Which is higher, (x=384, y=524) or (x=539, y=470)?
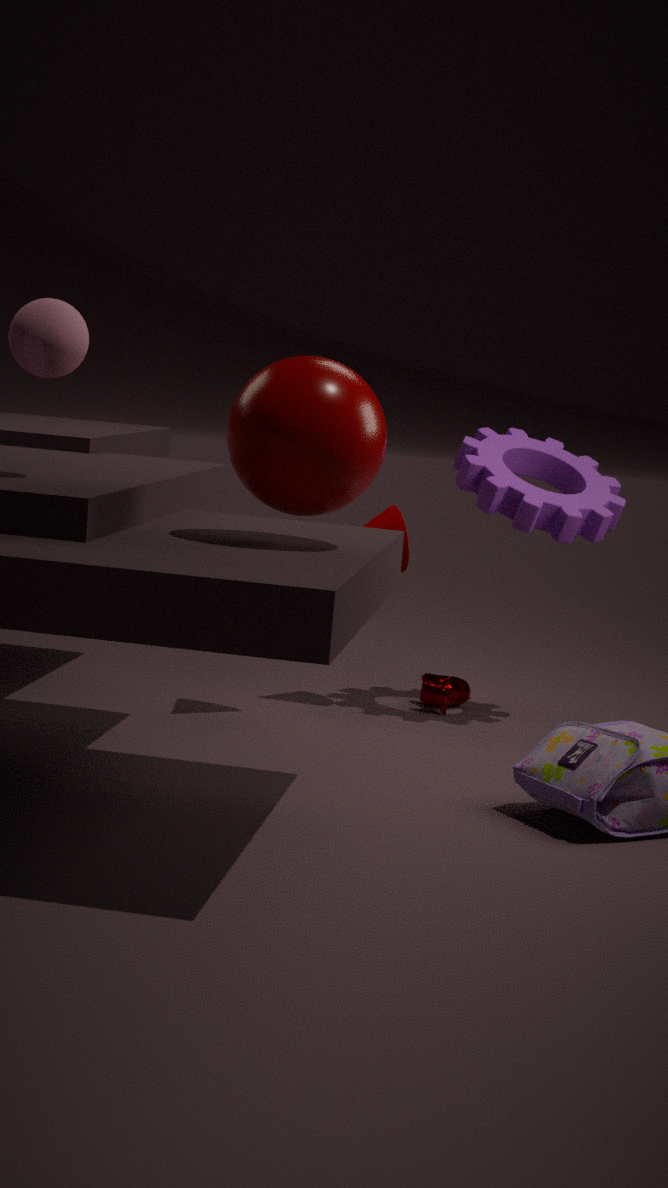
(x=539, y=470)
